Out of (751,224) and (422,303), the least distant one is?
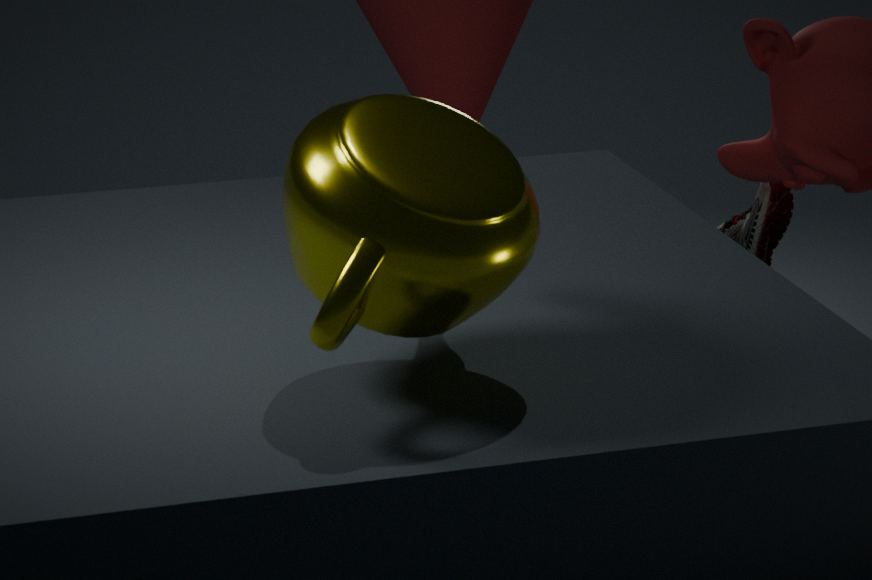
(422,303)
